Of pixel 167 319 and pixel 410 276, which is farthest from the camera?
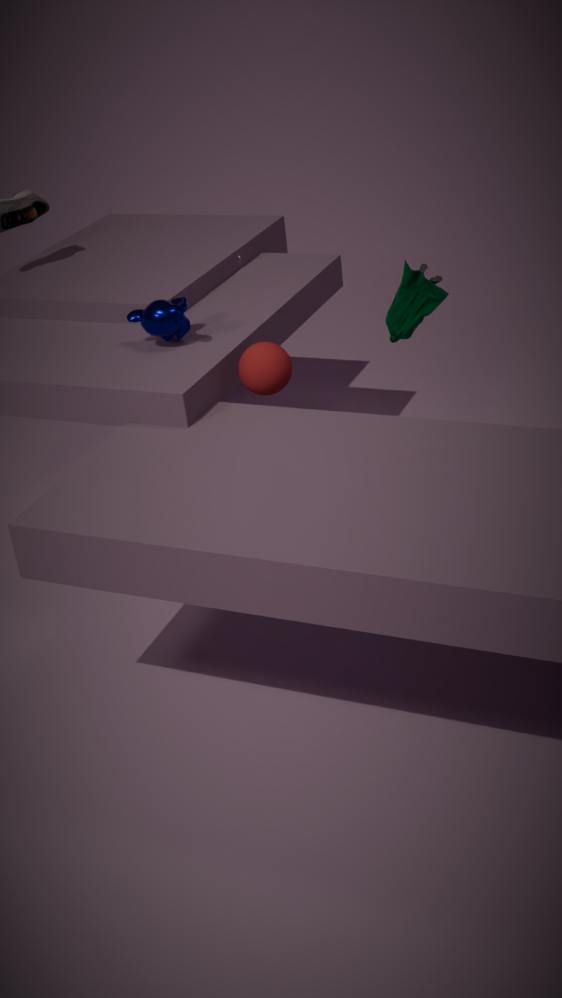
pixel 410 276
